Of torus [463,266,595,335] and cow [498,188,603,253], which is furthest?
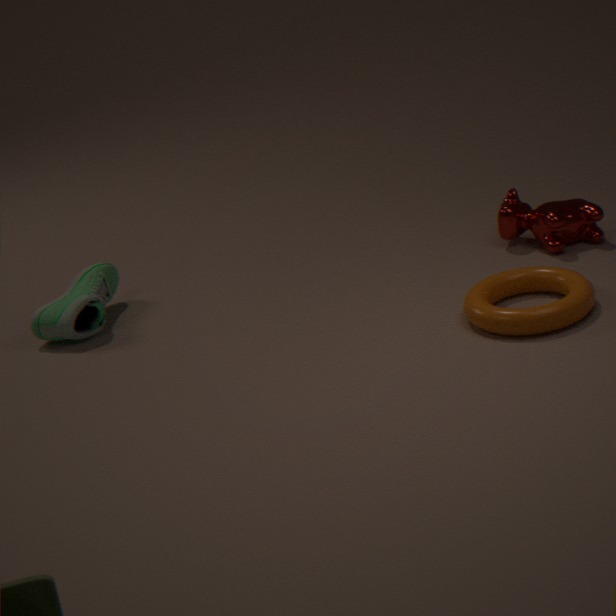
cow [498,188,603,253]
